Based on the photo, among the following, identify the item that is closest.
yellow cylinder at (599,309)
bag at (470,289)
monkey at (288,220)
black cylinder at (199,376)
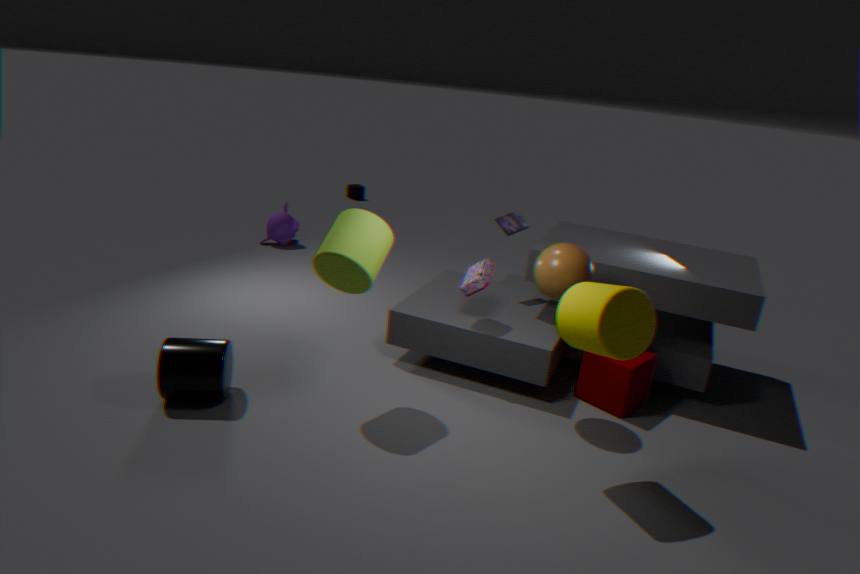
yellow cylinder at (599,309)
